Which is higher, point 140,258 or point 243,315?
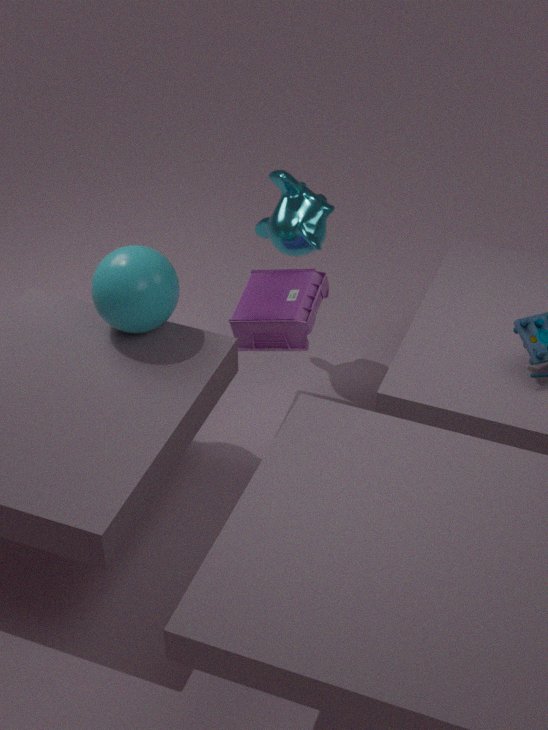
point 140,258
